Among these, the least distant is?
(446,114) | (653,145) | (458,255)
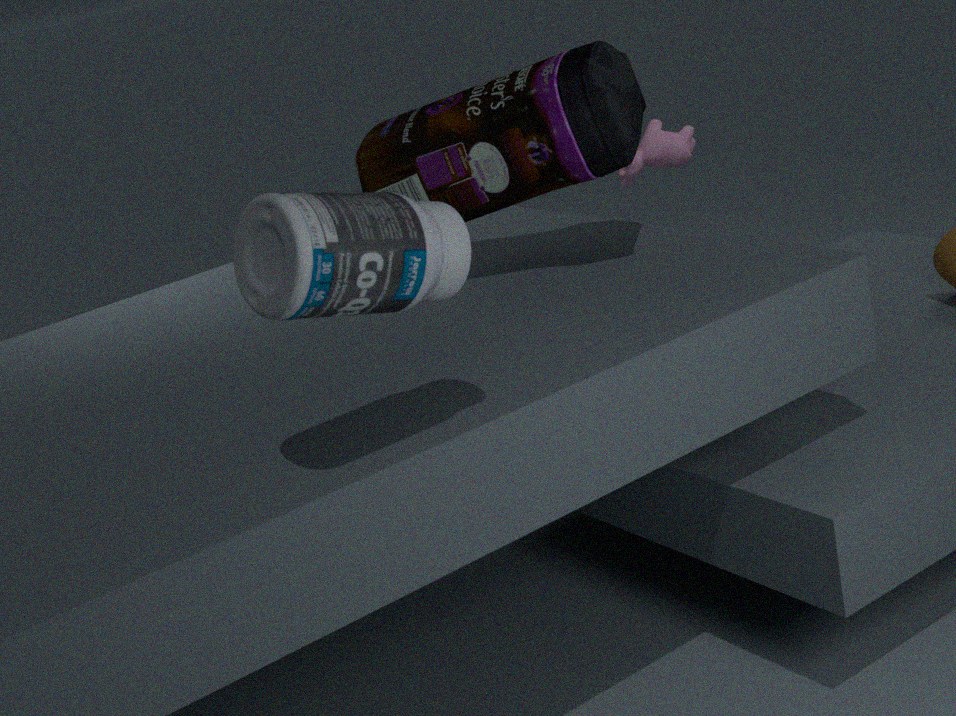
(458,255)
